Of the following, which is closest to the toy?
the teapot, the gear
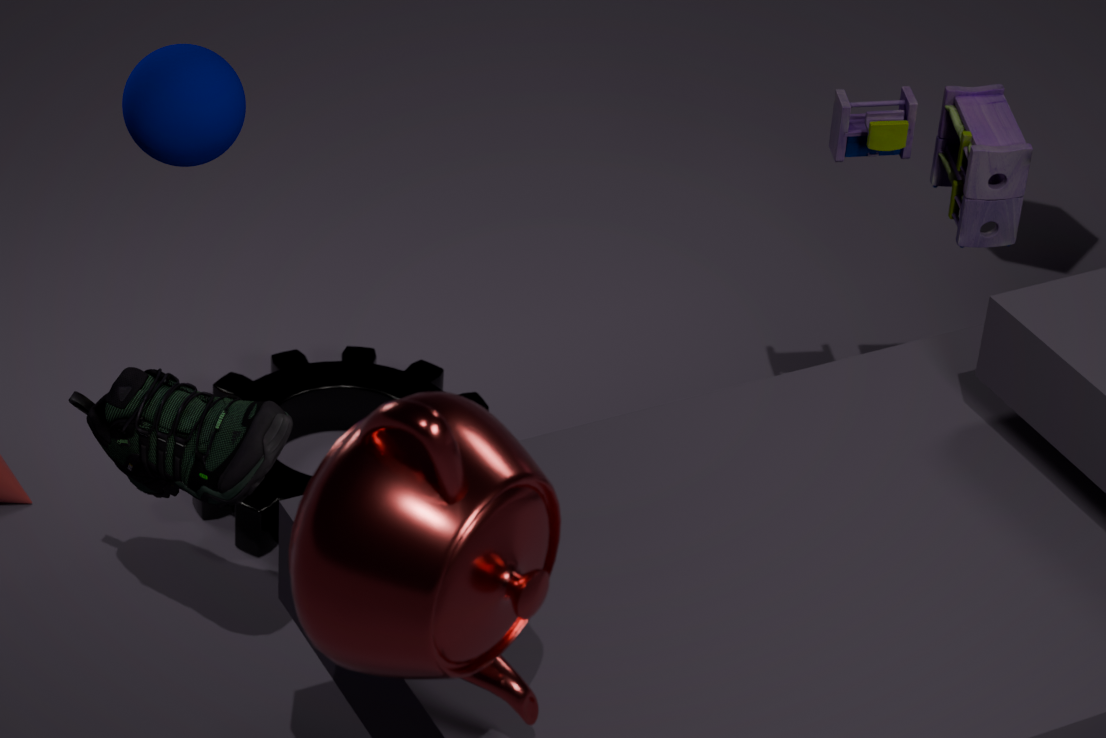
the gear
